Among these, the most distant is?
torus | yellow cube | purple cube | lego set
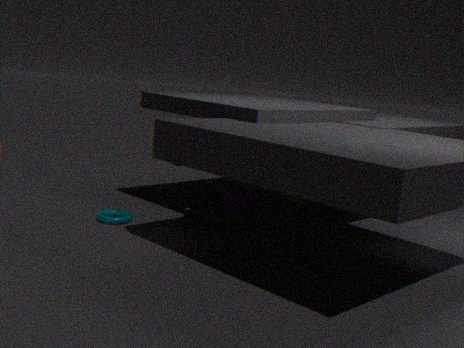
purple cube
